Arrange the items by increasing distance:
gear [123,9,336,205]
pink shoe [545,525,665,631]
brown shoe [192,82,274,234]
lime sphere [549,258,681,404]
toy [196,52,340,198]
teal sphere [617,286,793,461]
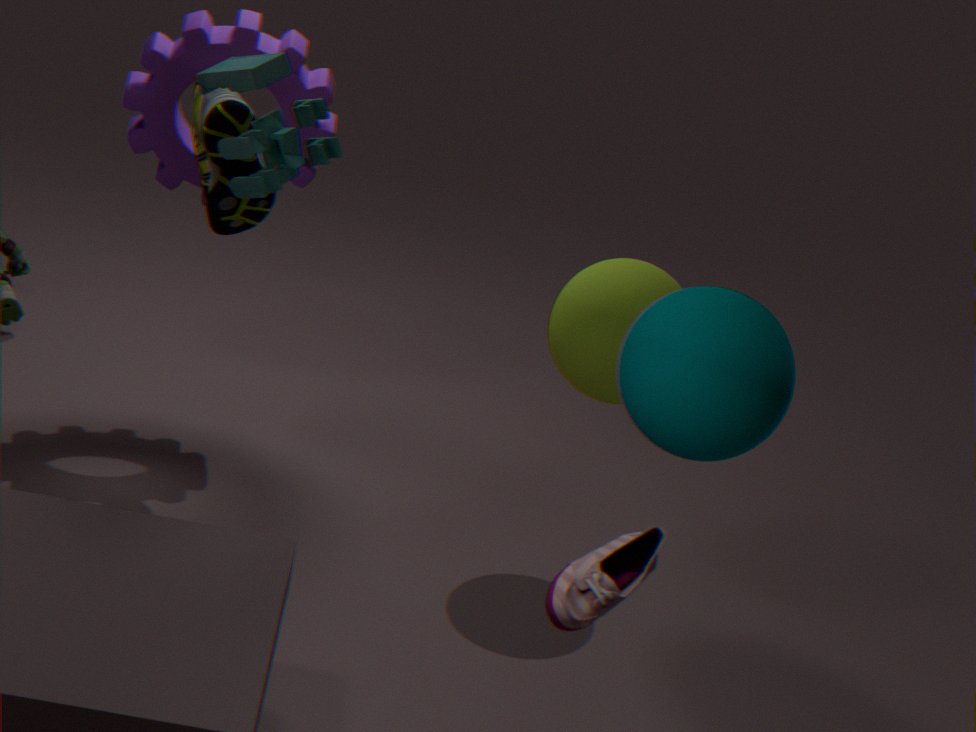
pink shoe [545,525,665,631] → teal sphere [617,286,793,461] → toy [196,52,340,198] → brown shoe [192,82,274,234] → lime sphere [549,258,681,404] → gear [123,9,336,205]
